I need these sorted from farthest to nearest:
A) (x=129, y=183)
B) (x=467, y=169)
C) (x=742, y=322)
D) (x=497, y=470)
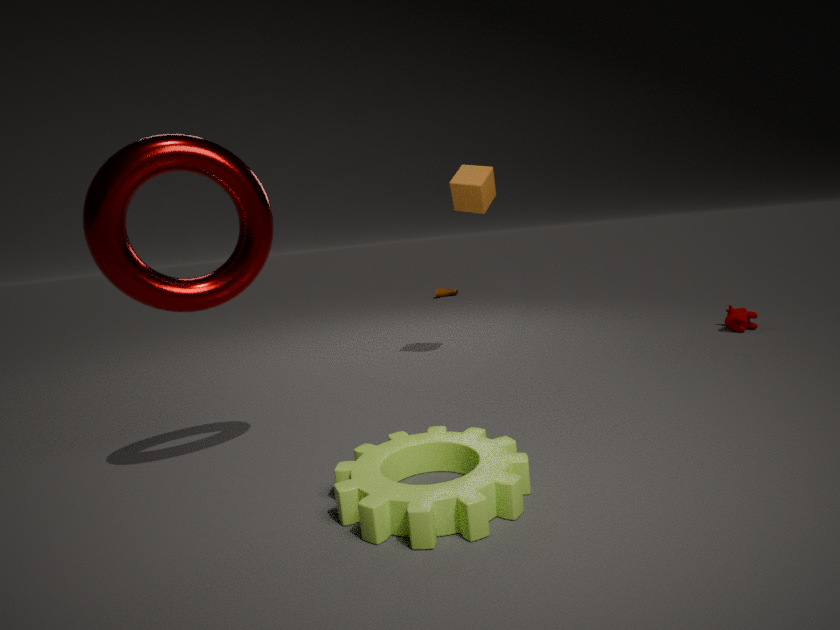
1. (x=742, y=322)
2. (x=467, y=169)
3. (x=129, y=183)
4. (x=497, y=470)
